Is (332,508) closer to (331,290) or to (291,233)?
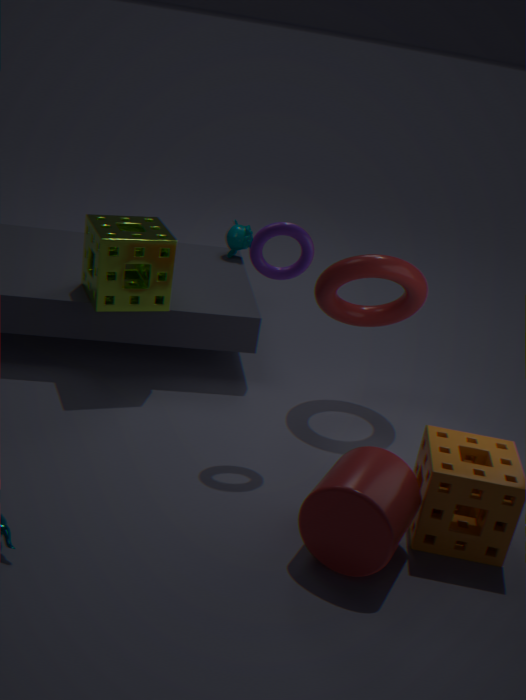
(291,233)
